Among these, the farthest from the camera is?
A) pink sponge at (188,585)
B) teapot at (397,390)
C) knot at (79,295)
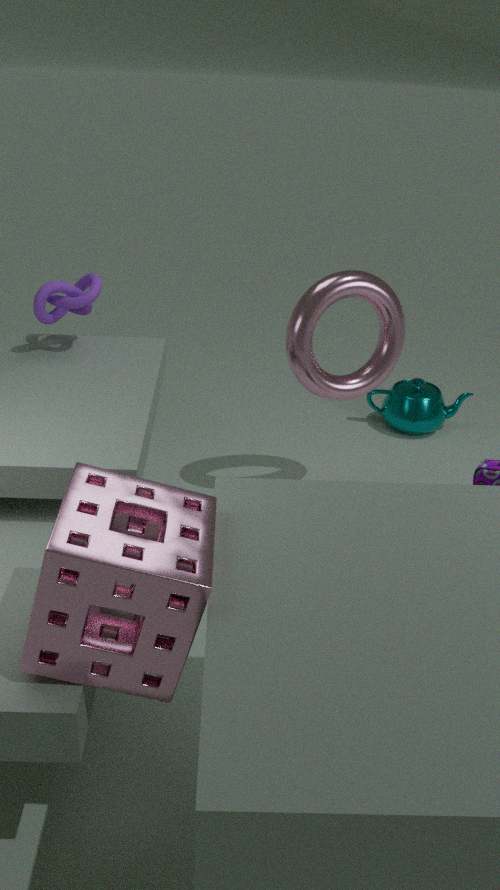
teapot at (397,390)
